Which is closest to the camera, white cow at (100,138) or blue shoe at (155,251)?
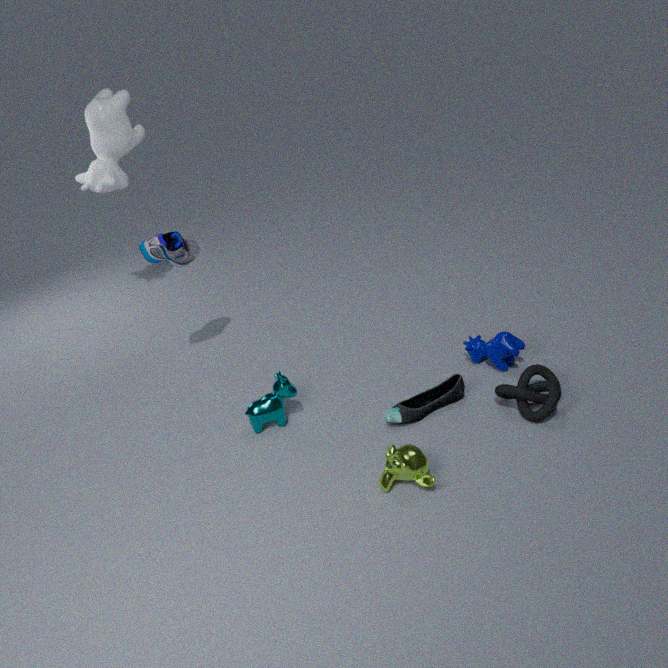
blue shoe at (155,251)
